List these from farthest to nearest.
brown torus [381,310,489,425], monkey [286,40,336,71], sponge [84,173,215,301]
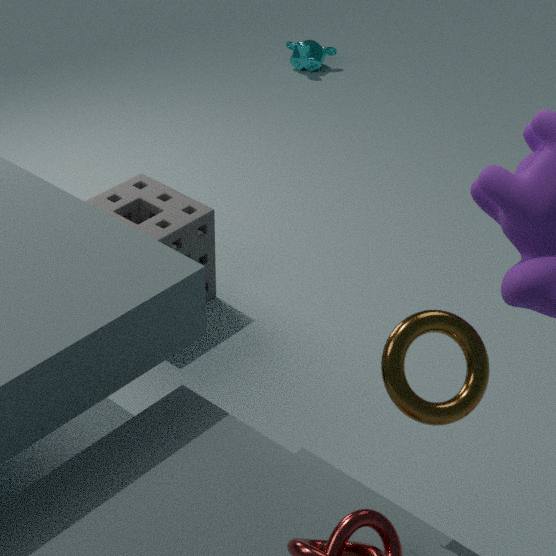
monkey [286,40,336,71]
sponge [84,173,215,301]
brown torus [381,310,489,425]
